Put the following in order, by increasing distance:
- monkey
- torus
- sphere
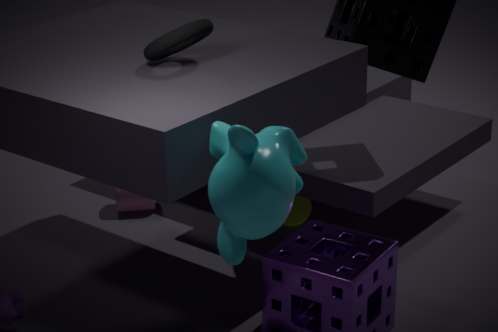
monkey → torus → sphere
